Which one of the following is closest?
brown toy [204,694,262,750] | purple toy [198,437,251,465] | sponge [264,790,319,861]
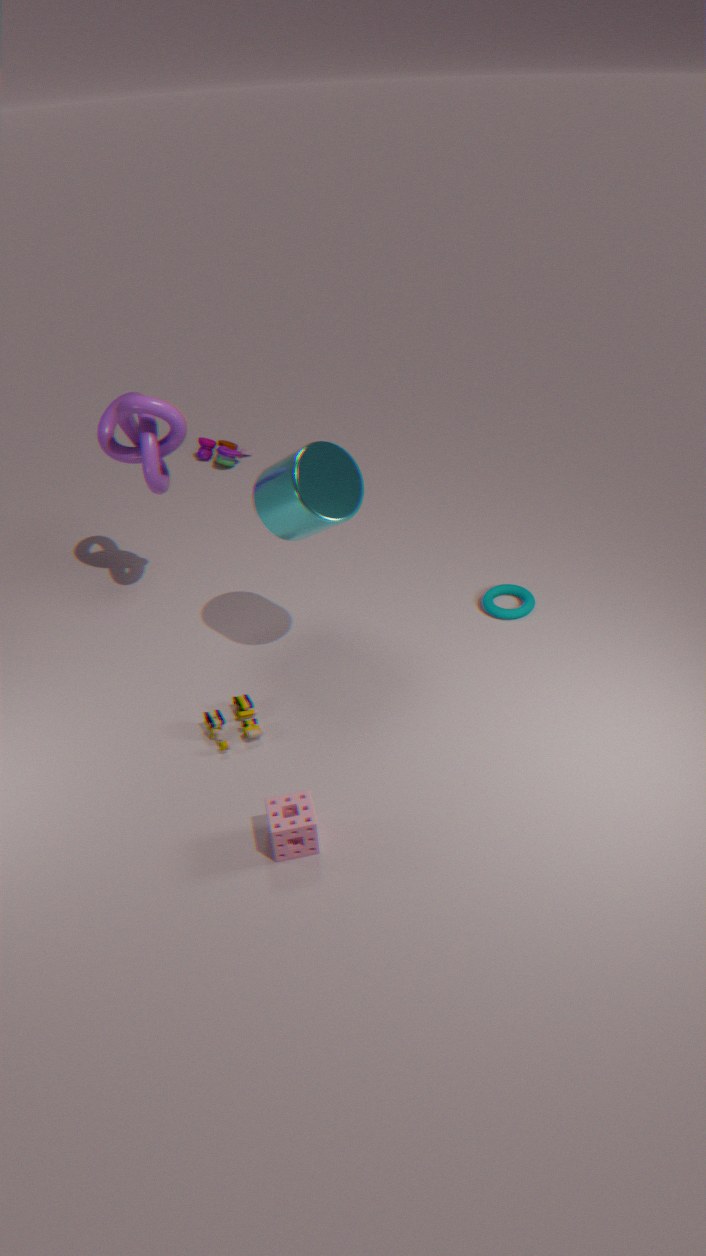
sponge [264,790,319,861]
